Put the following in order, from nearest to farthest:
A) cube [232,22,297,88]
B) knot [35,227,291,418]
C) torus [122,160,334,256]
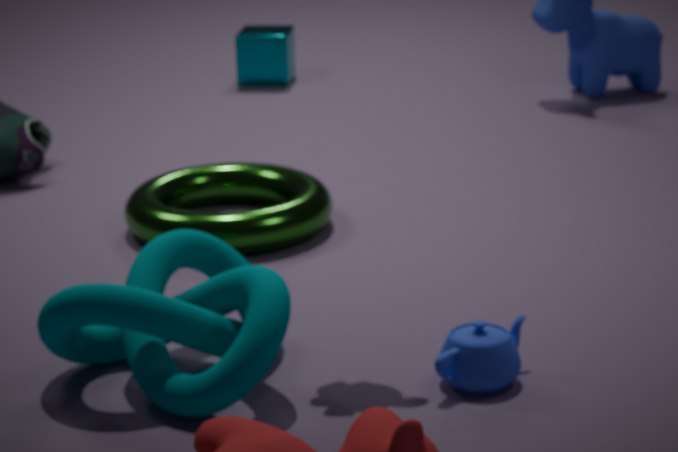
1. knot [35,227,291,418]
2. torus [122,160,334,256]
3. cube [232,22,297,88]
